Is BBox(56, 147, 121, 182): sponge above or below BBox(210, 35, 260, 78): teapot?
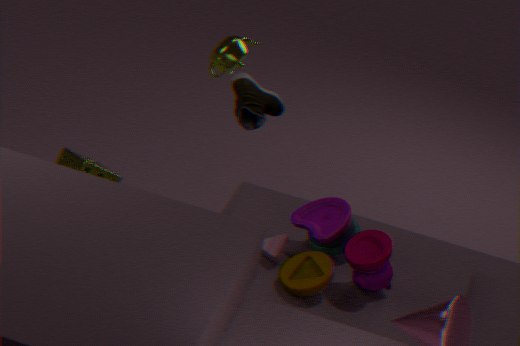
below
